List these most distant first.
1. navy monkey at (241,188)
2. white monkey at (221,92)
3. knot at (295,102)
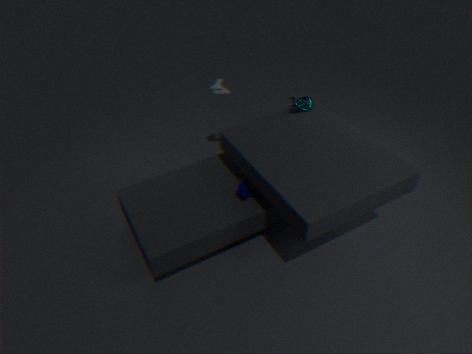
white monkey at (221,92) < knot at (295,102) < navy monkey at (241,188)
